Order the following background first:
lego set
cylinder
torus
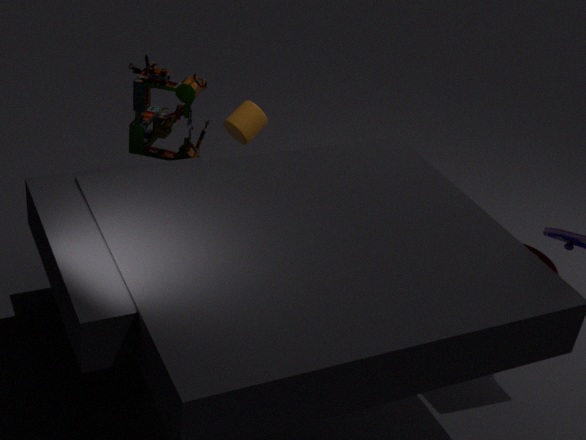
torus
cylinder
lego set
